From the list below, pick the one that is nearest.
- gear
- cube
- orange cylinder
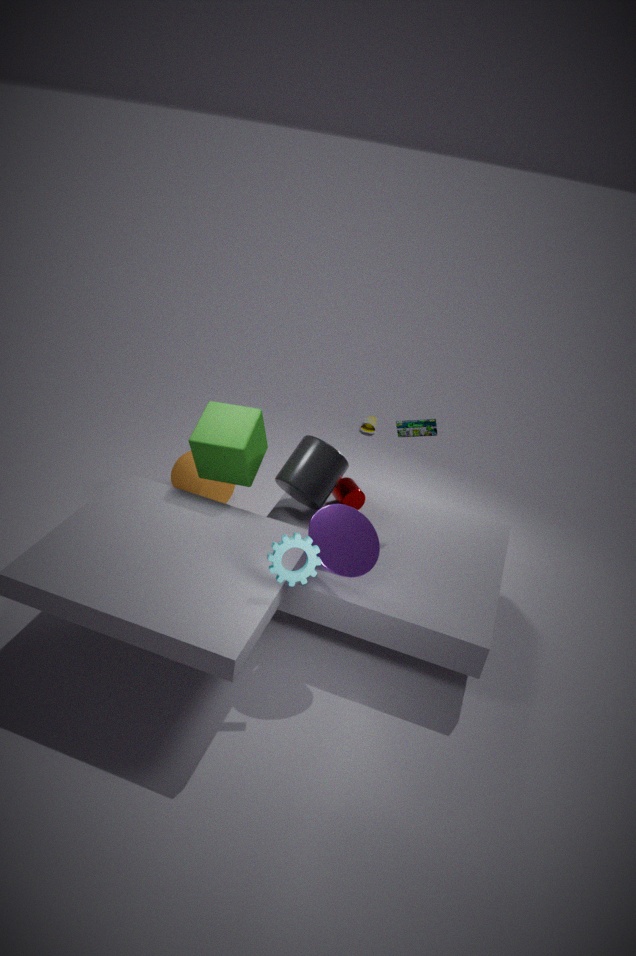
gear
